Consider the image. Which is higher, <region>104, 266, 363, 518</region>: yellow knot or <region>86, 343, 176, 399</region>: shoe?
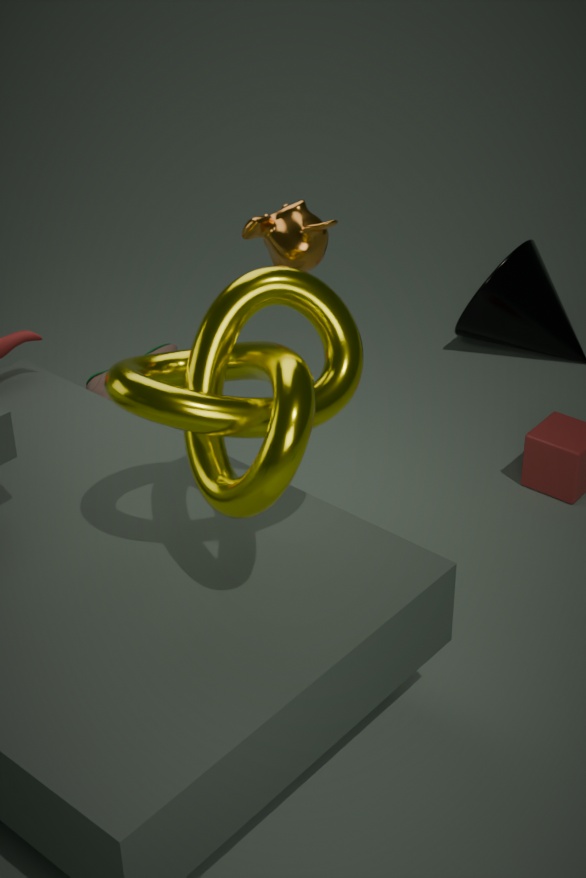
<region>104, 266, 363, 518</region>: yellow knot
